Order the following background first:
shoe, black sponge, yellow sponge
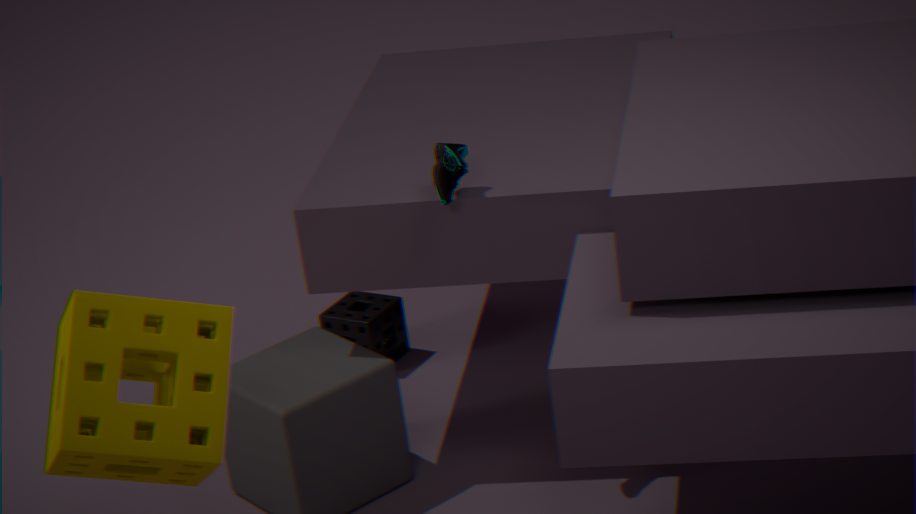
black sponge < shoe < yellow sponge
